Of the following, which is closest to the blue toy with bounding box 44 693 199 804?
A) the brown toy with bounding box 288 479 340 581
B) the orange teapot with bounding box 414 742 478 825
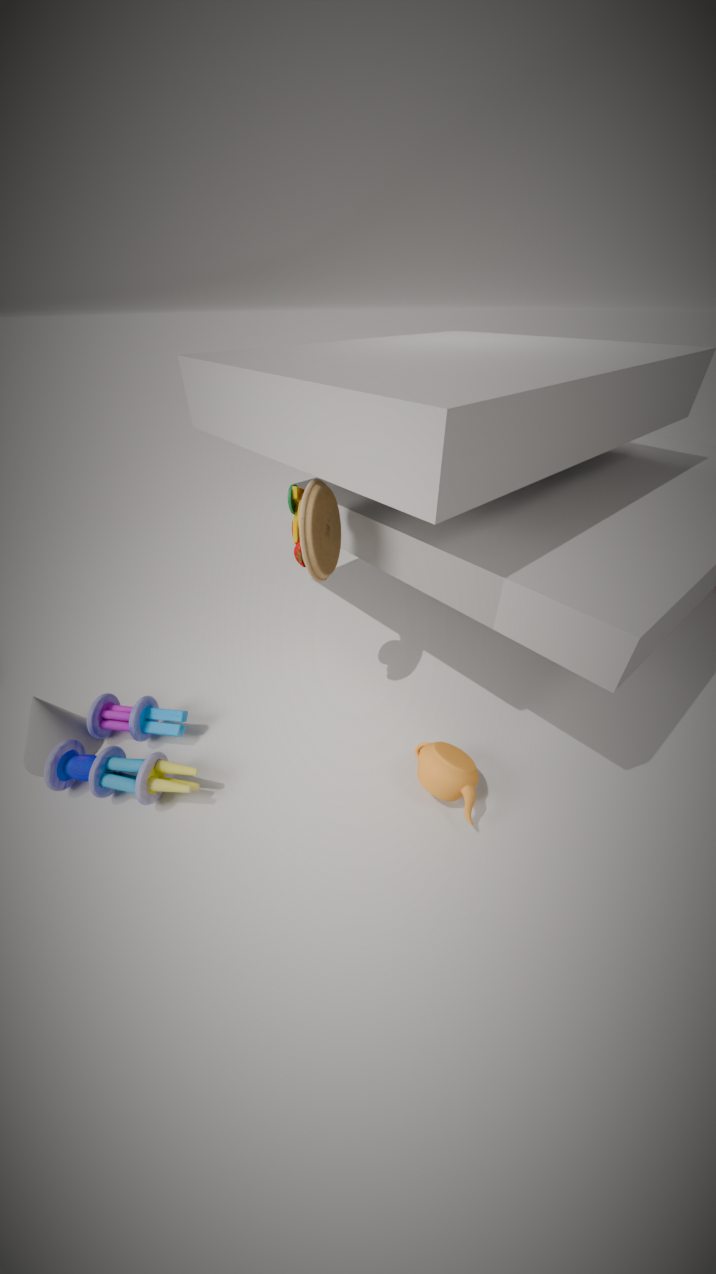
the brown toy with bounding box 288 479 340 581
